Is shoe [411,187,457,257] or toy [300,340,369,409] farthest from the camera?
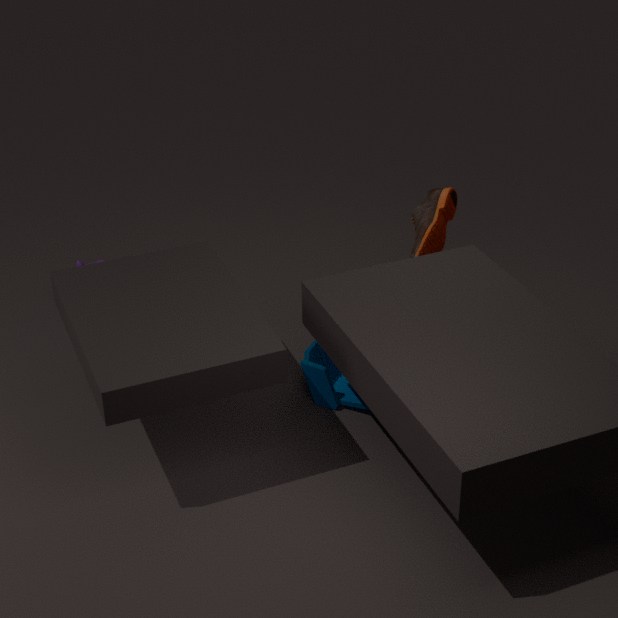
shoe [411,187,457,257]
